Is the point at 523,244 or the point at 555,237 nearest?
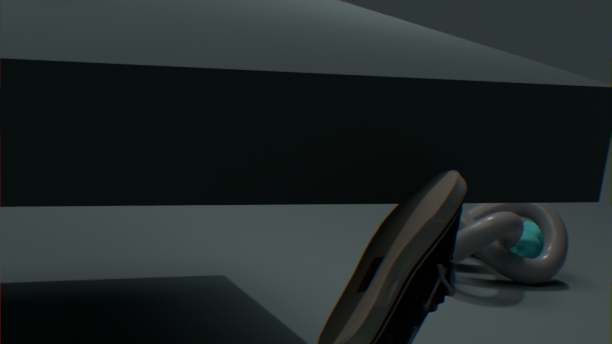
the point at 555,237
